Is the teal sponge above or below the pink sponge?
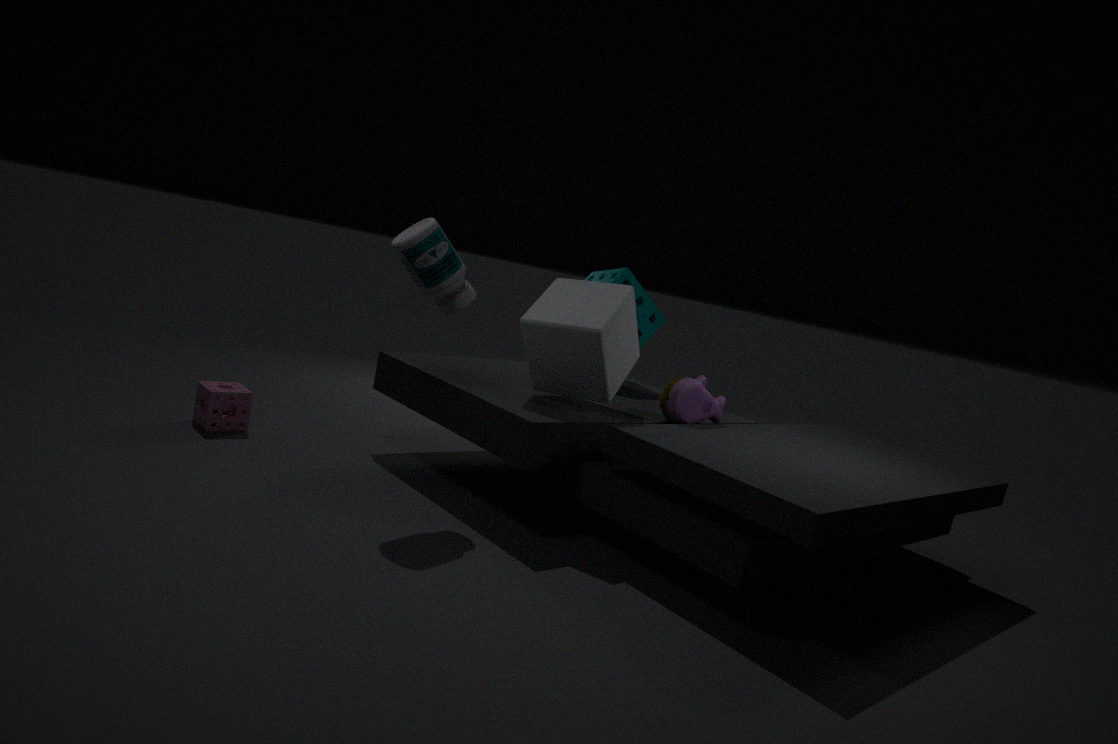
above
